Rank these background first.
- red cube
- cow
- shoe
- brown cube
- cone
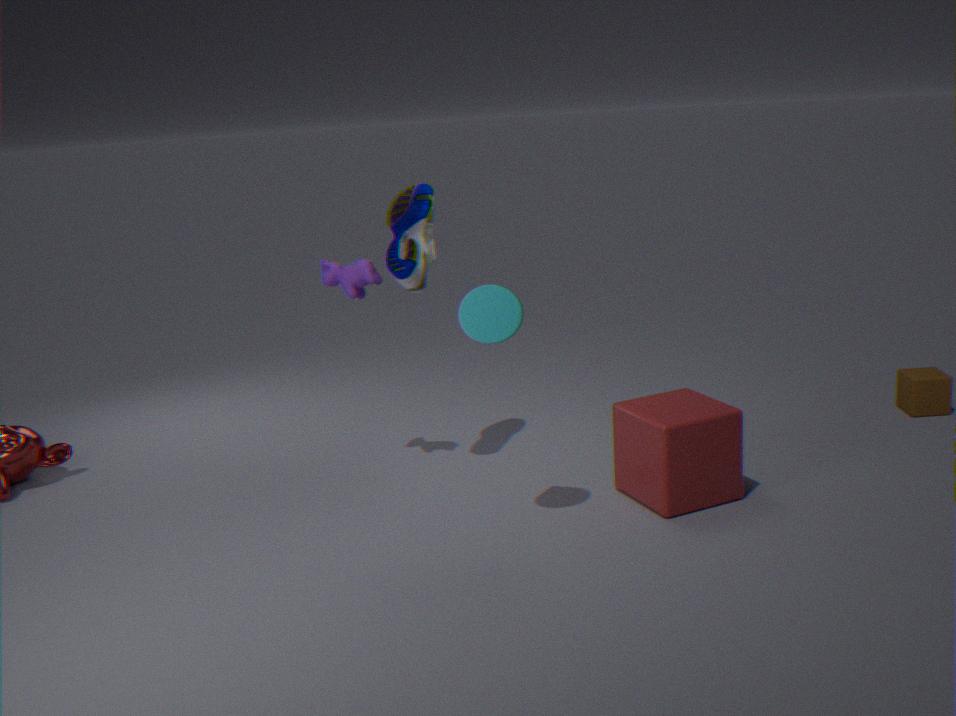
brown cube, cow, shoe, red cube, cone
